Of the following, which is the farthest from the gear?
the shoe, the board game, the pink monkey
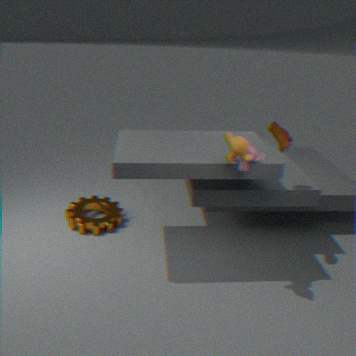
the shoe
